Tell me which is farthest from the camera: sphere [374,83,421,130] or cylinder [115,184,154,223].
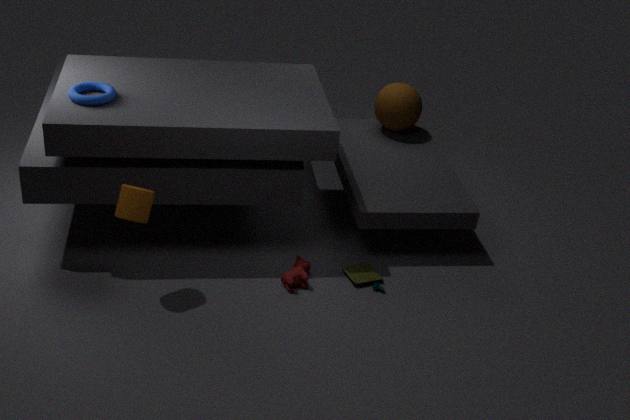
sphere [374,83,421,130]
